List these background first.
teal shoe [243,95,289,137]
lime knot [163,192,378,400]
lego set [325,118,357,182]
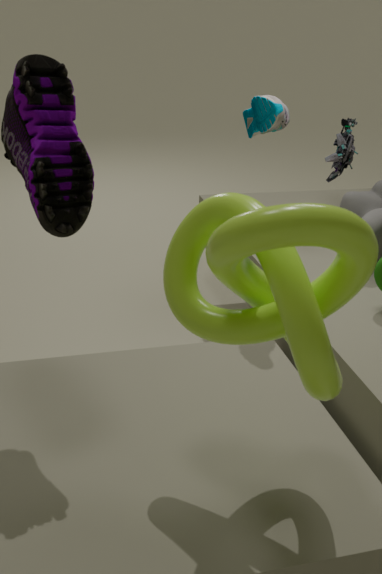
1. lego set [325,118,357,182]
2. teal shoe [243,95,289,137]
3. lime knot [163,192,378,400]
